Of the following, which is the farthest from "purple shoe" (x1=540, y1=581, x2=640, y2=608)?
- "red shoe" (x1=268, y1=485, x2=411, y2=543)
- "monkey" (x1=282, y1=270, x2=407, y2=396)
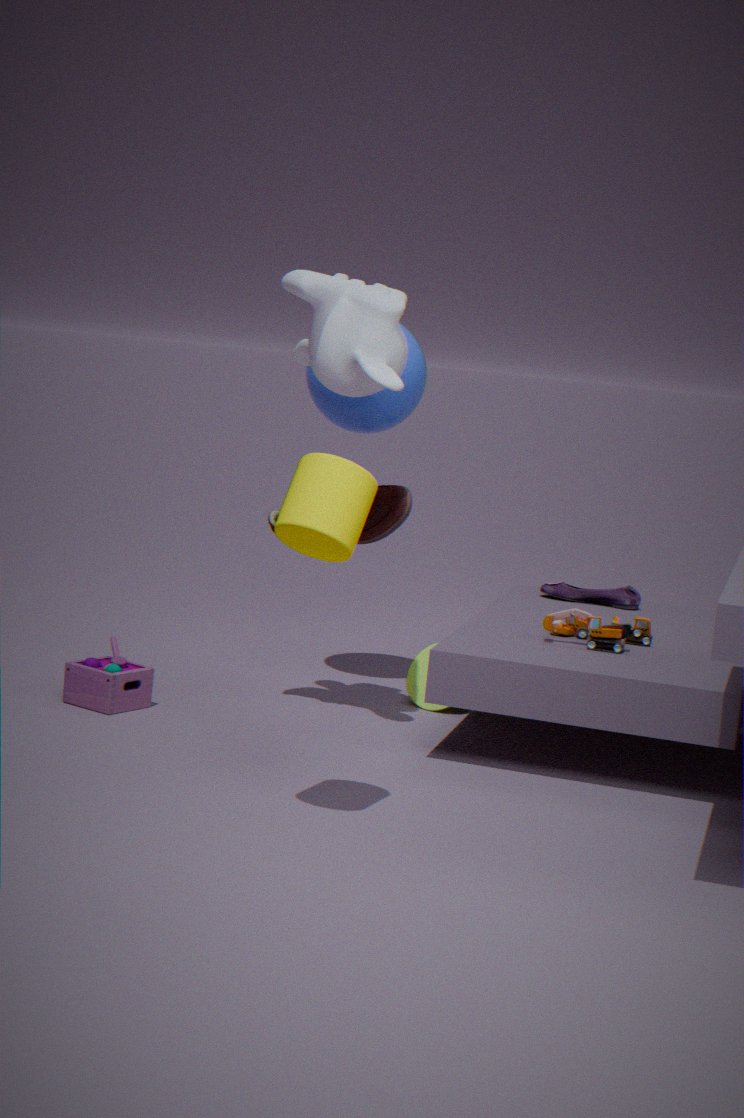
"monkey" (x1=282, y1=270, x2=407, y2=396)
